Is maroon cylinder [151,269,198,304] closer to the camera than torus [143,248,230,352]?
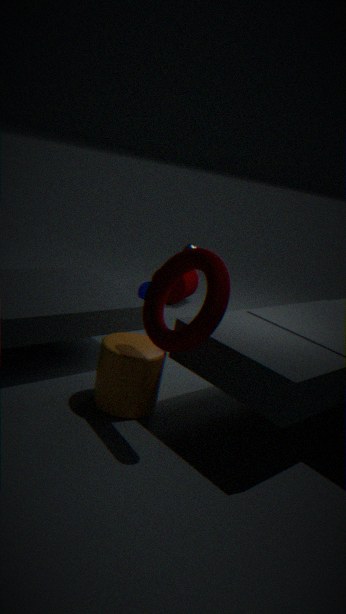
No
